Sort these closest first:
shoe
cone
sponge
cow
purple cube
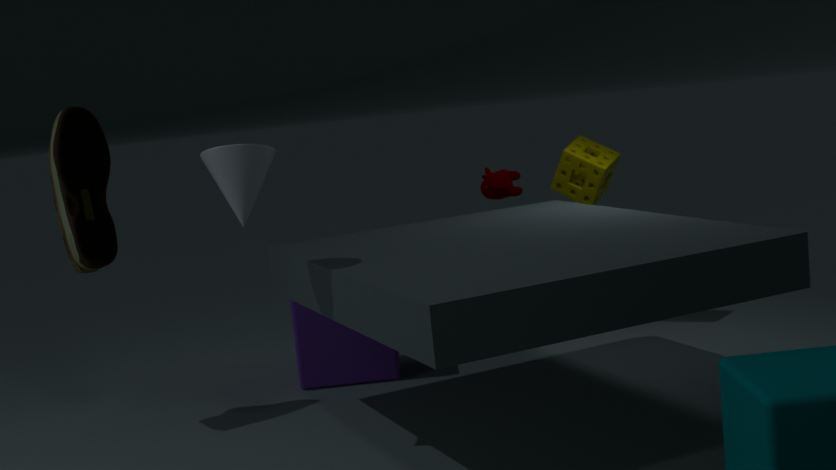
cone
shoe
purple cube
sponge
cow
